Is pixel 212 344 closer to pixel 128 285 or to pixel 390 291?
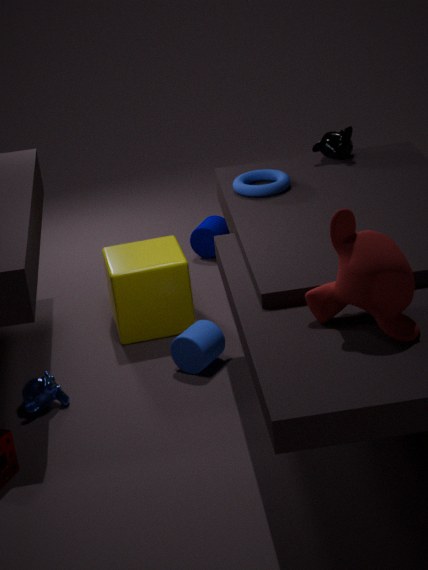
pixel 128 285
